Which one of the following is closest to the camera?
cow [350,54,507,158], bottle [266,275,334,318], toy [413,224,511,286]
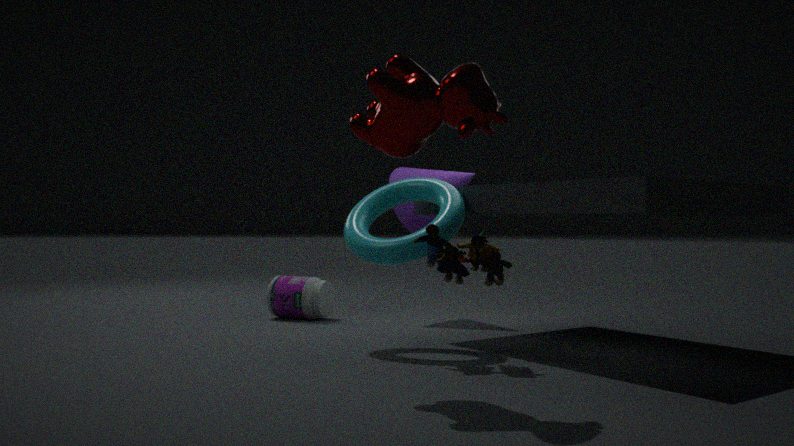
cow [350,54,507,158]
